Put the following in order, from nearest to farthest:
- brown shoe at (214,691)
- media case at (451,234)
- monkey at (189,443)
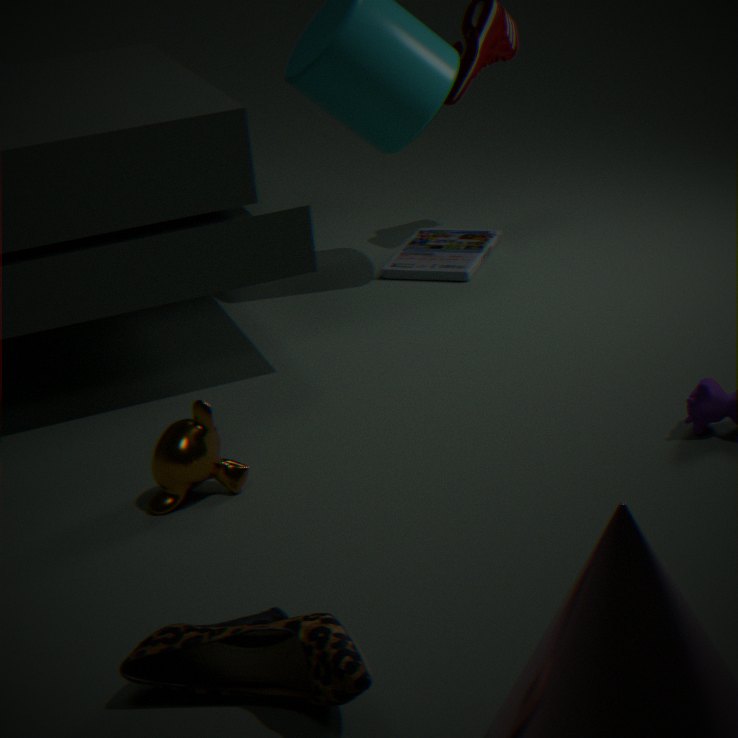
1. brown shoe at (214,691)
2. monkey at (189,443)
3. media case at (451,234)
